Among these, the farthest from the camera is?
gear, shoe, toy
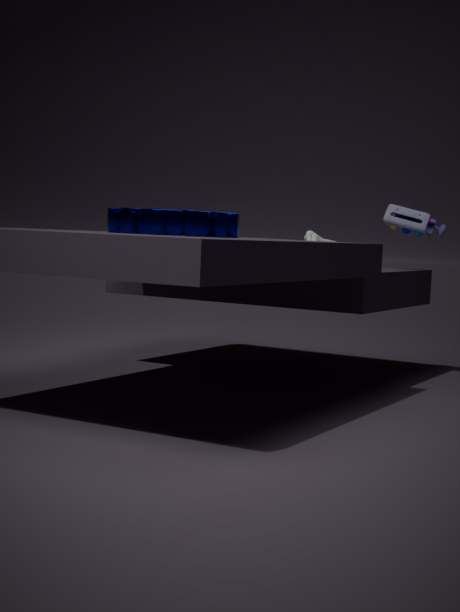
toy
